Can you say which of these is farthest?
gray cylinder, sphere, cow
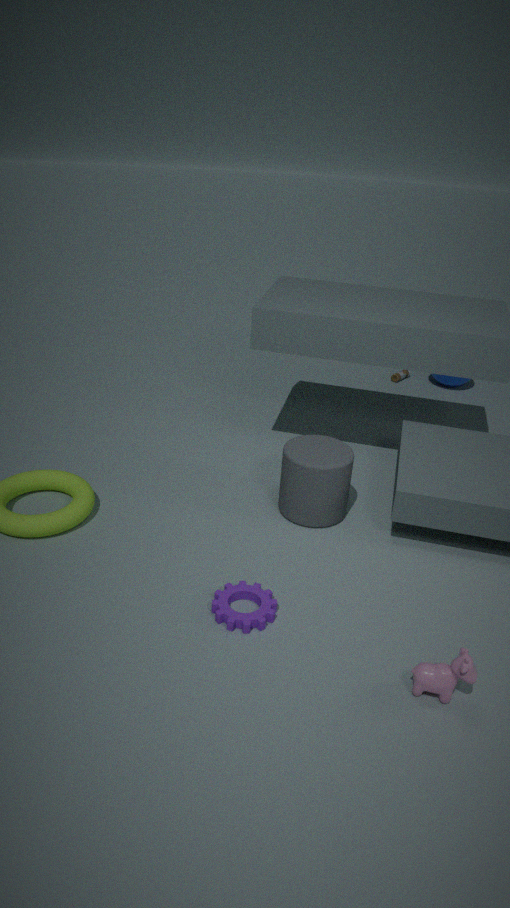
sphere
